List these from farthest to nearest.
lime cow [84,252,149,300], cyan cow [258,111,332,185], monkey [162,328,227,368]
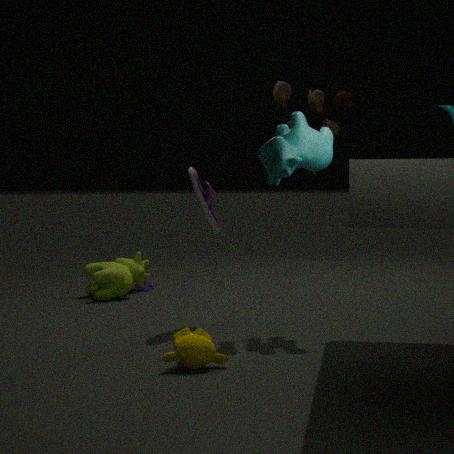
lime cow [84,252,149,300] < monkey [162,328,227,368] < cyan cow [258,111,332,185]
